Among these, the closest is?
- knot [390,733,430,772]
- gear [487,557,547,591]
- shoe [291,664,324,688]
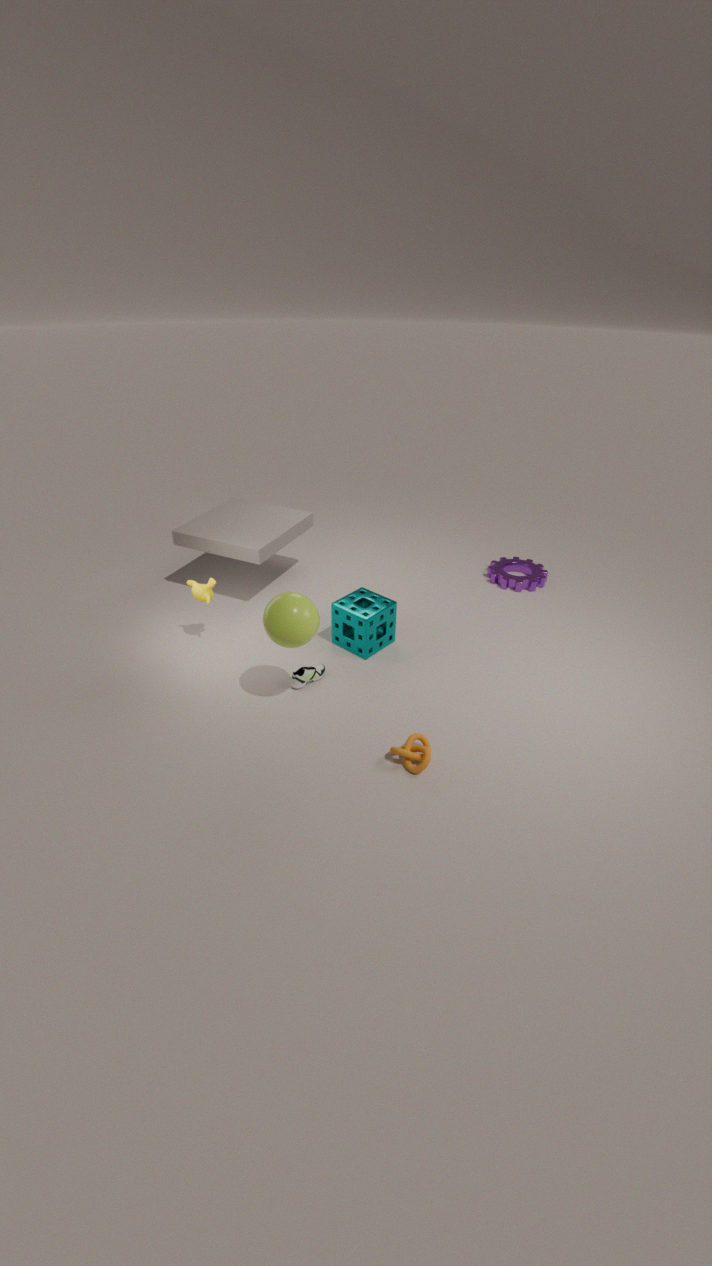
knot [390,733,430,772]
